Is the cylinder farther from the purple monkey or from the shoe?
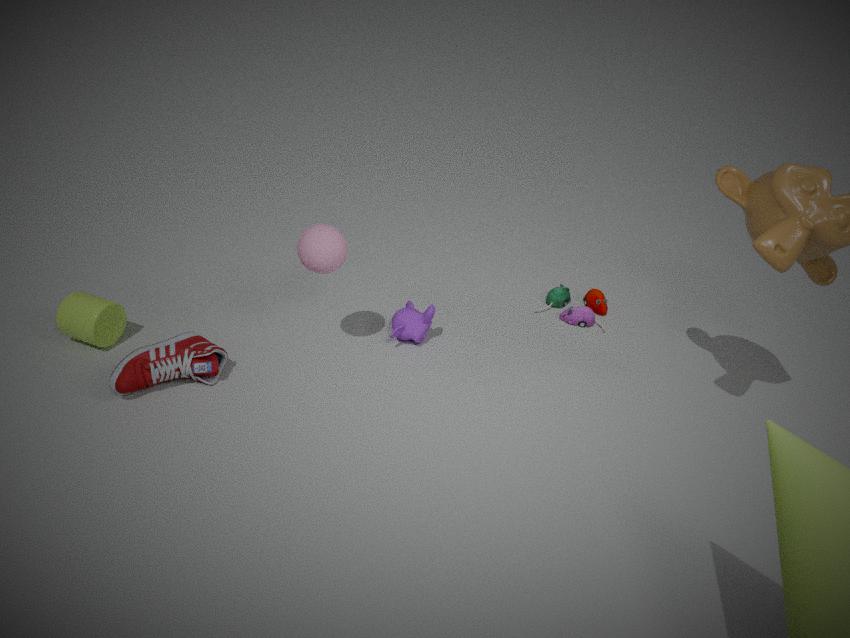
the purple monkey
